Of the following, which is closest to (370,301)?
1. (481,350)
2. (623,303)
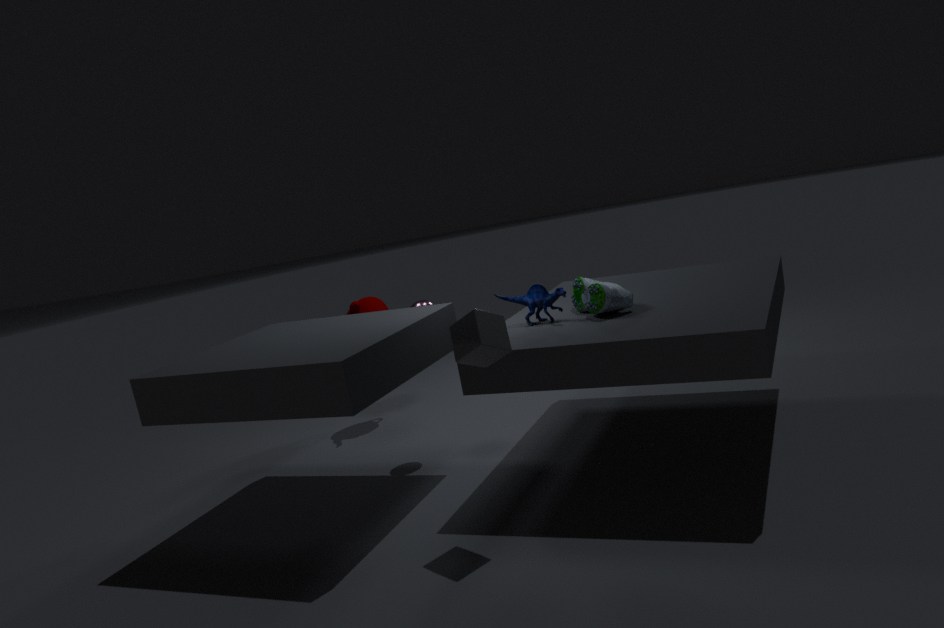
(623,303)
